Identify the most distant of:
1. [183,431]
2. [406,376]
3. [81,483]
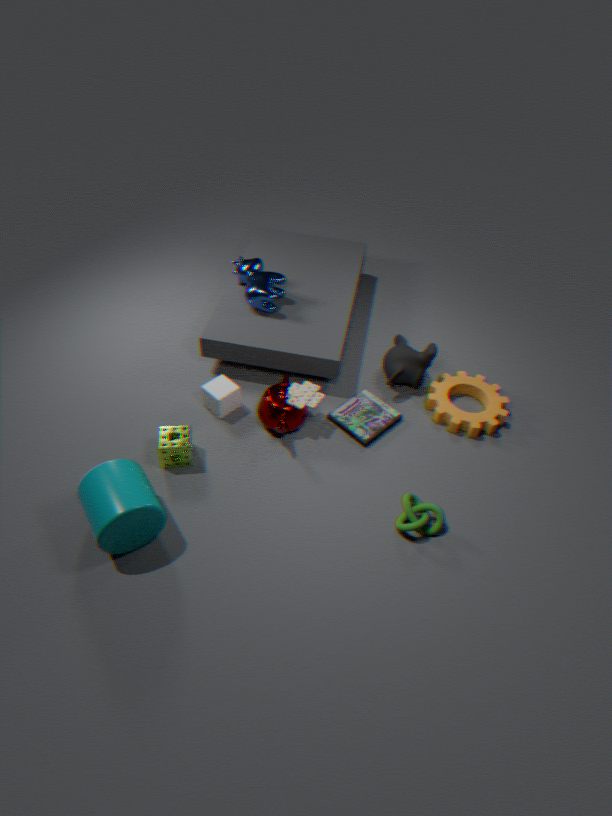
[406,376]
